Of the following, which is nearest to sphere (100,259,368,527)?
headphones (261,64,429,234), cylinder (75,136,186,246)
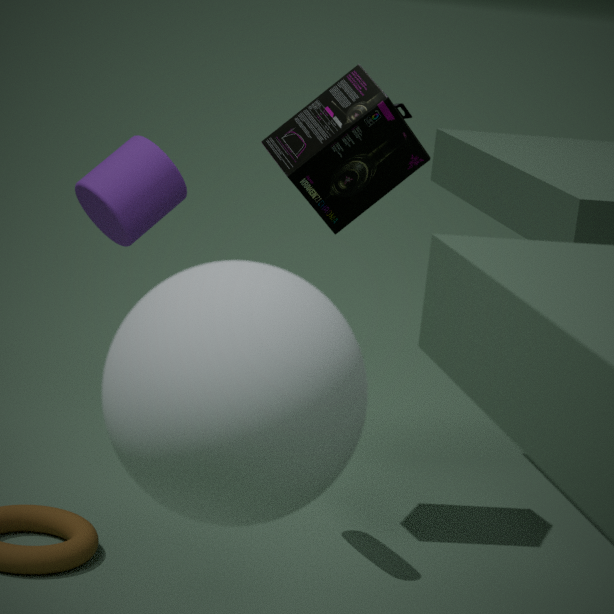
headphones (261,64,429,234)
